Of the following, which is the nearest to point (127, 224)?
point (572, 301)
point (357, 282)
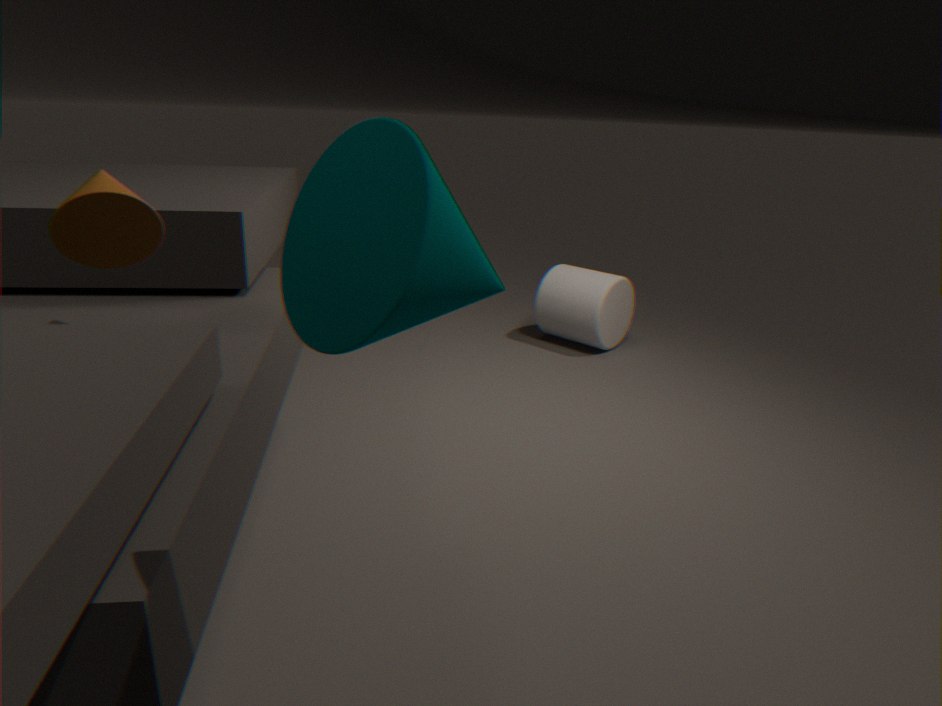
point (357, 282)
